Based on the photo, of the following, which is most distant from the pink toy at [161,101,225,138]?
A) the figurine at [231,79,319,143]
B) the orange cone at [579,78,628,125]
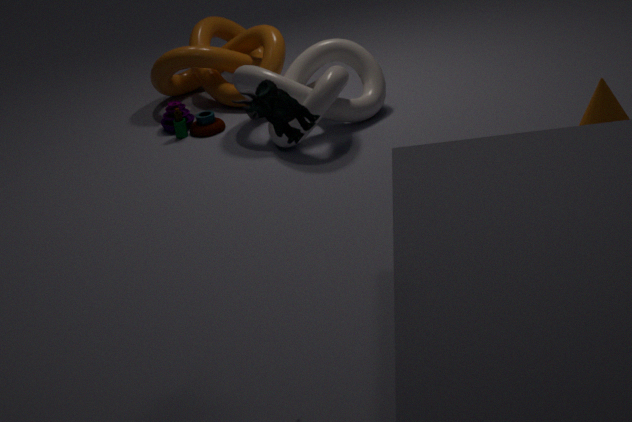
the figurine at [231,79,319,143]
